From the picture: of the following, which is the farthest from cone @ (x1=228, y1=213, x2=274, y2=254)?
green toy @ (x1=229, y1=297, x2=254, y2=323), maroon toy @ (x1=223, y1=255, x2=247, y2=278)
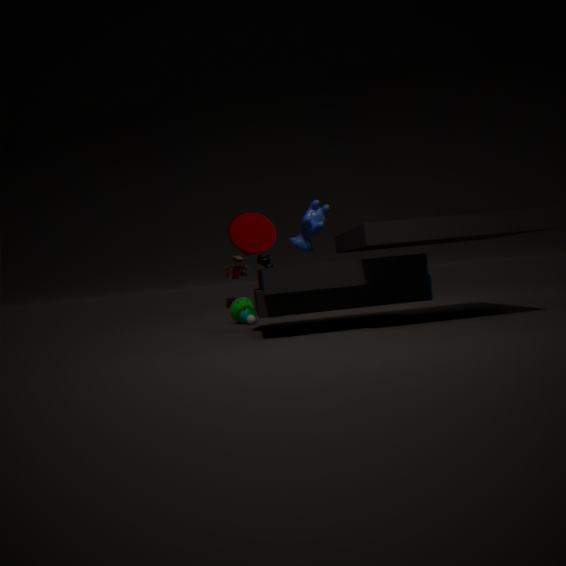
green toy @ (x1=229, y1=297, x2=254, y2=323)
